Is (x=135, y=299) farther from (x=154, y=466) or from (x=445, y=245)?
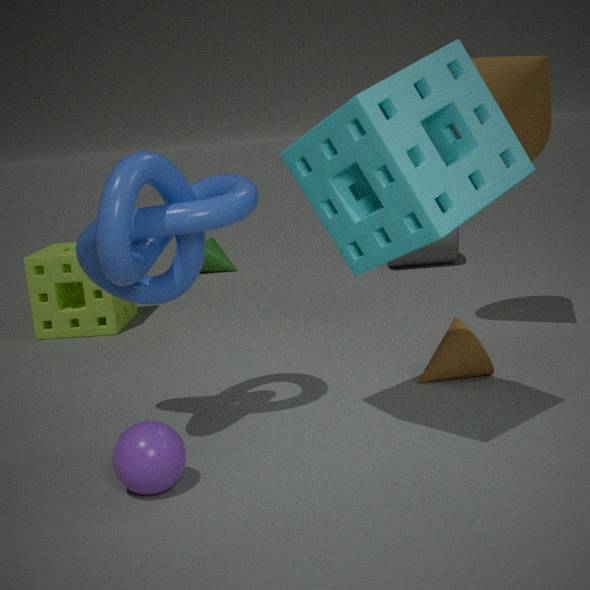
(x=445, y=245)
